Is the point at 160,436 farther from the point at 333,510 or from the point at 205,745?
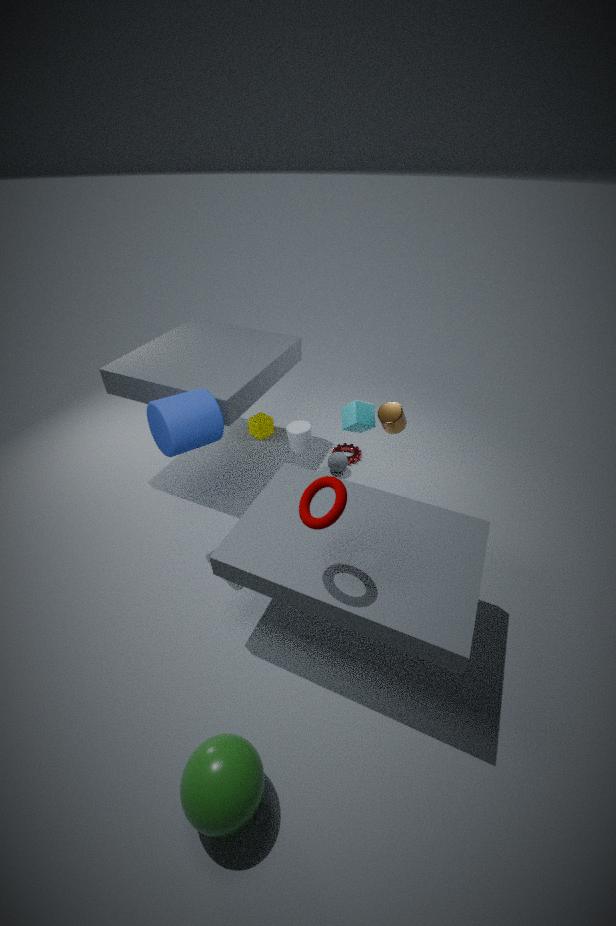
the point at 205,745
